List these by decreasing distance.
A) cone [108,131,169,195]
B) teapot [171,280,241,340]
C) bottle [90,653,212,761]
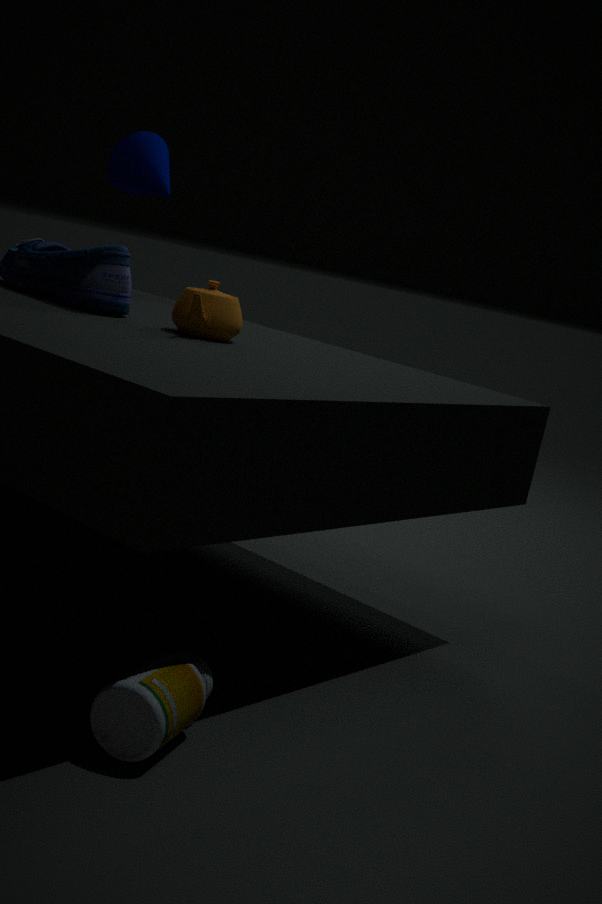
cone [108,131,169,195], teapot [171,280,241,340], bottle [90,653,212,761]
